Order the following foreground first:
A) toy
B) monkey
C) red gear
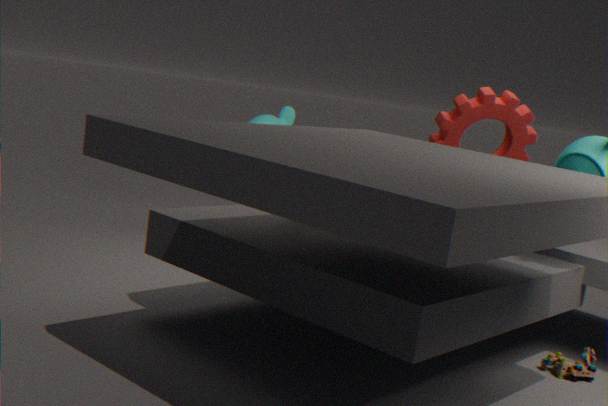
toy
red gear
monkey
